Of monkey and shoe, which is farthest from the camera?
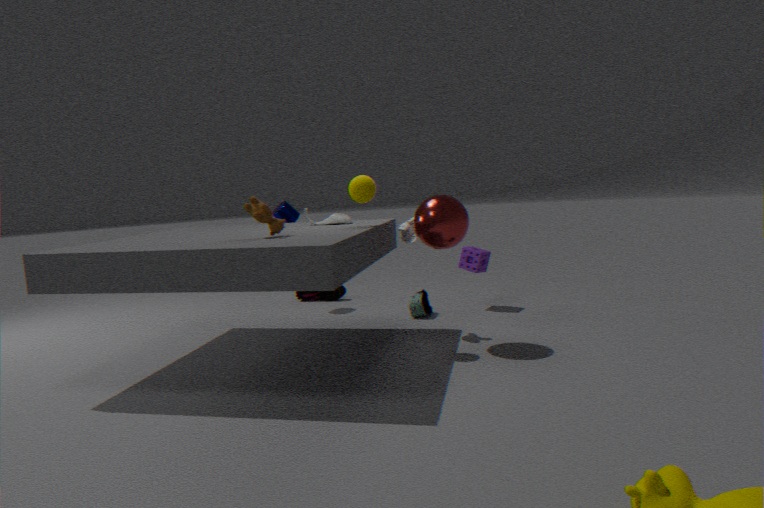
shoe
